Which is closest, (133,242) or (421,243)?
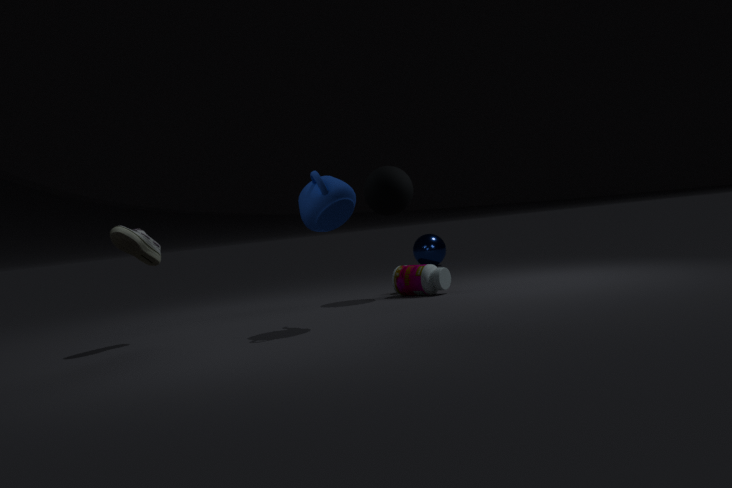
(133,242)
